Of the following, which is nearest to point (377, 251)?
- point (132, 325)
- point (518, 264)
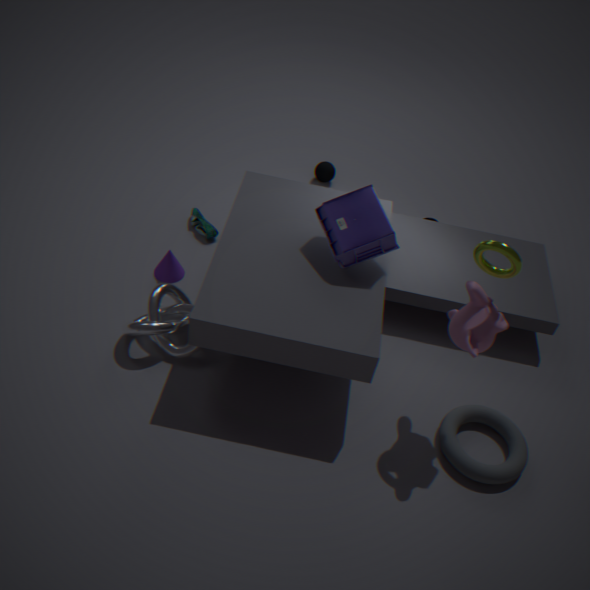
point (518, 264)
